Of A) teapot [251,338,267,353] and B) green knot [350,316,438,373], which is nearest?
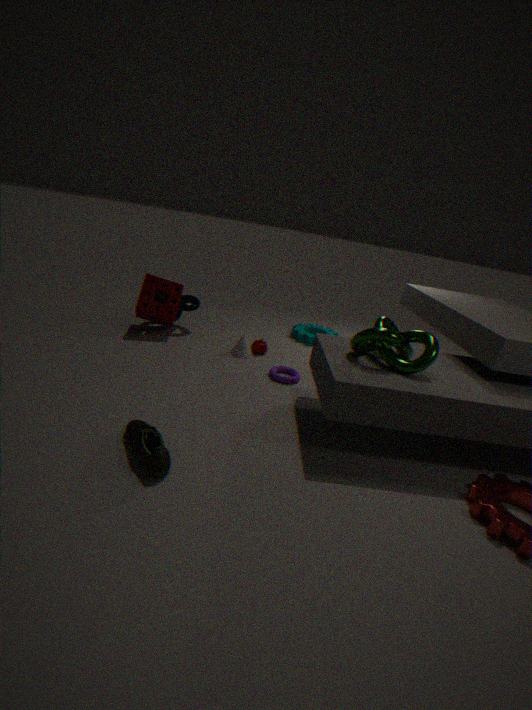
B. green knot [350,316,438,373]
